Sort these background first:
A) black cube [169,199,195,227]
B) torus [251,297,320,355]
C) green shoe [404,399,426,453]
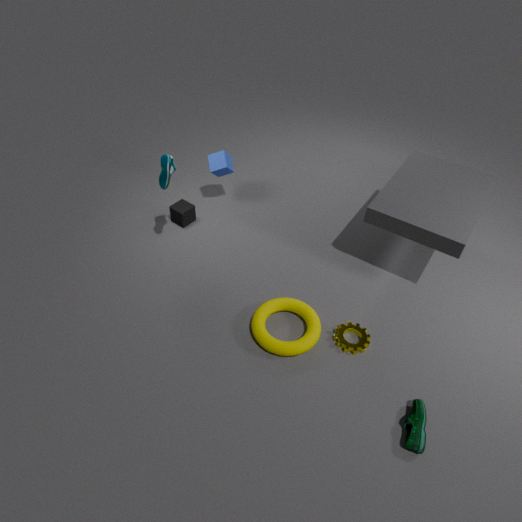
black cube [169,199,195,227]
torus [251,297,320,355]
green shoe [404,399,426,453]
